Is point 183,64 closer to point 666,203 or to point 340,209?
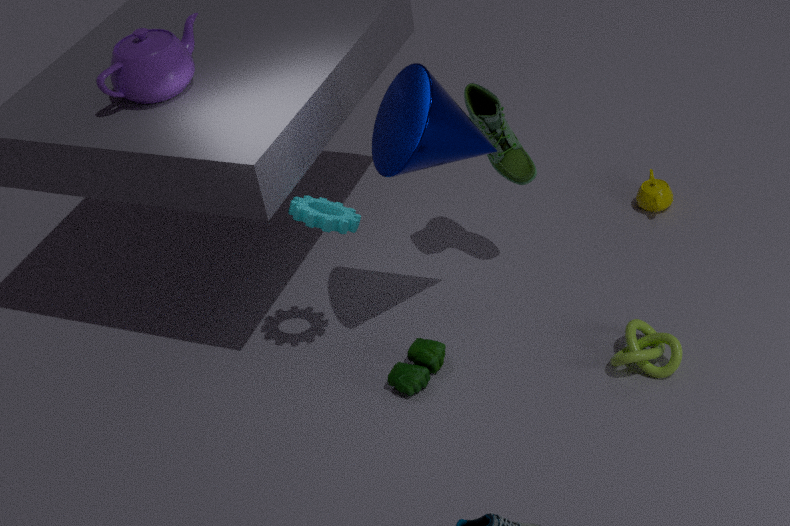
point 340,209
